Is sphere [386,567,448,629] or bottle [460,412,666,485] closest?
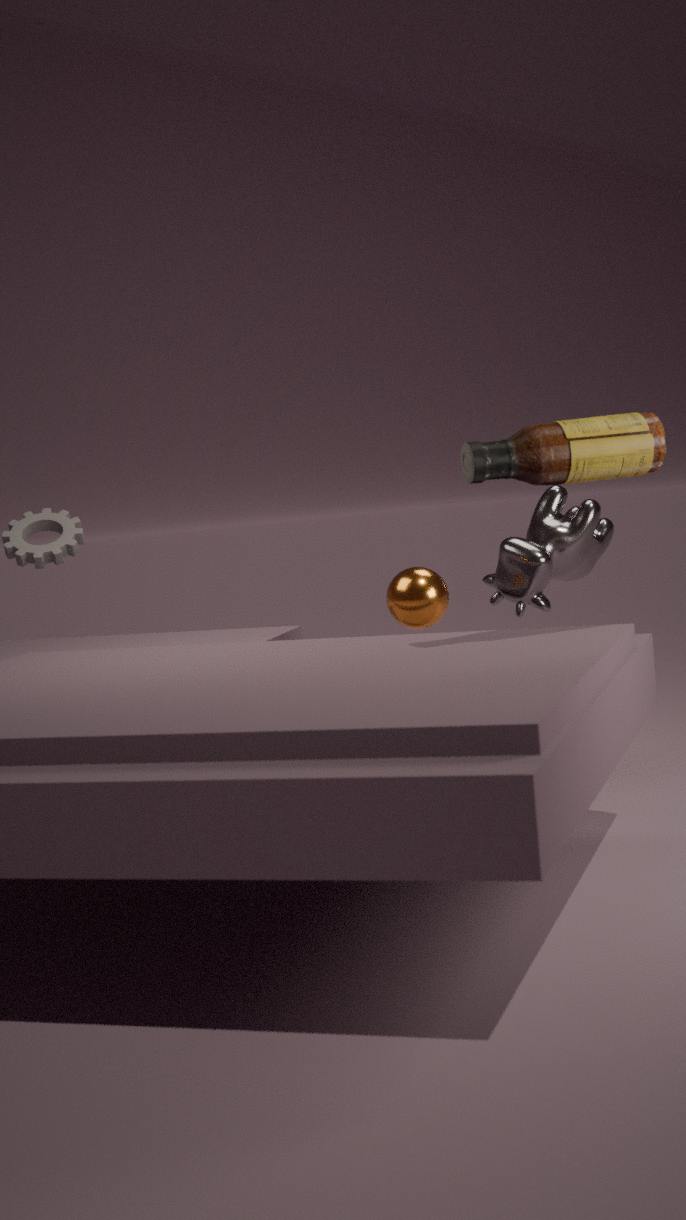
bottle [460,412,666,485]
